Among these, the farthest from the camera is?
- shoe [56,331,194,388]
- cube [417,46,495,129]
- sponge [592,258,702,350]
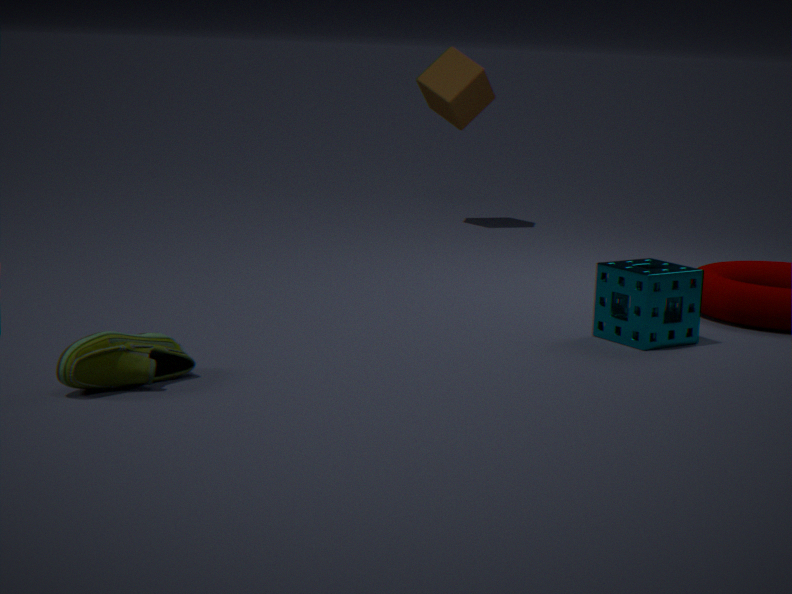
cube [417,46,495,129]
